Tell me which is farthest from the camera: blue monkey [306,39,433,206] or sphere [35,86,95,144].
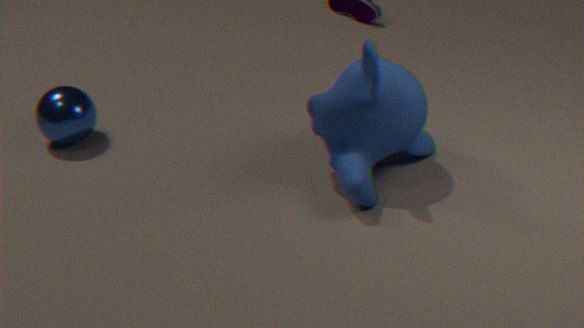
sphere [35,86,95,144]
